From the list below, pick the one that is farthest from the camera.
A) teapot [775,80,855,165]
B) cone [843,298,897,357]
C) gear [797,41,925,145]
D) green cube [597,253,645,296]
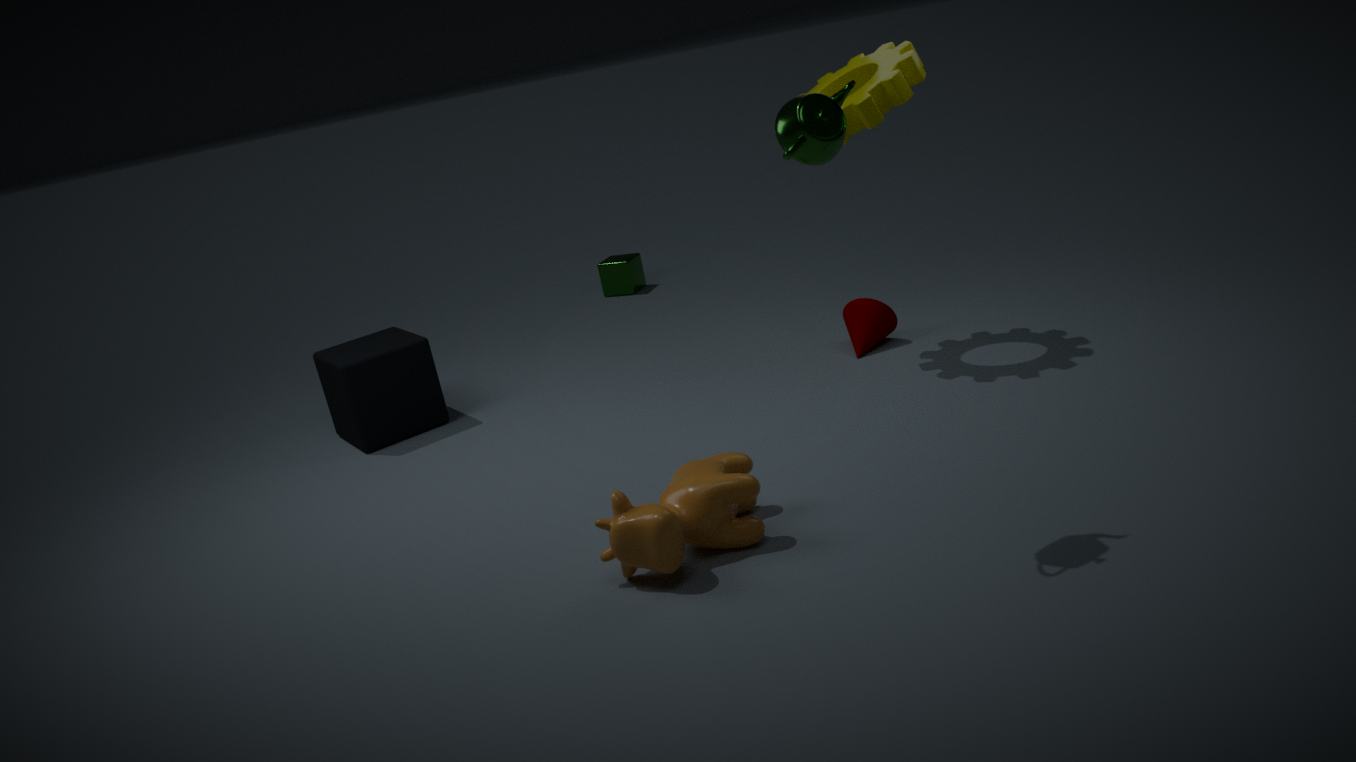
green cube [597,253,645,296]
